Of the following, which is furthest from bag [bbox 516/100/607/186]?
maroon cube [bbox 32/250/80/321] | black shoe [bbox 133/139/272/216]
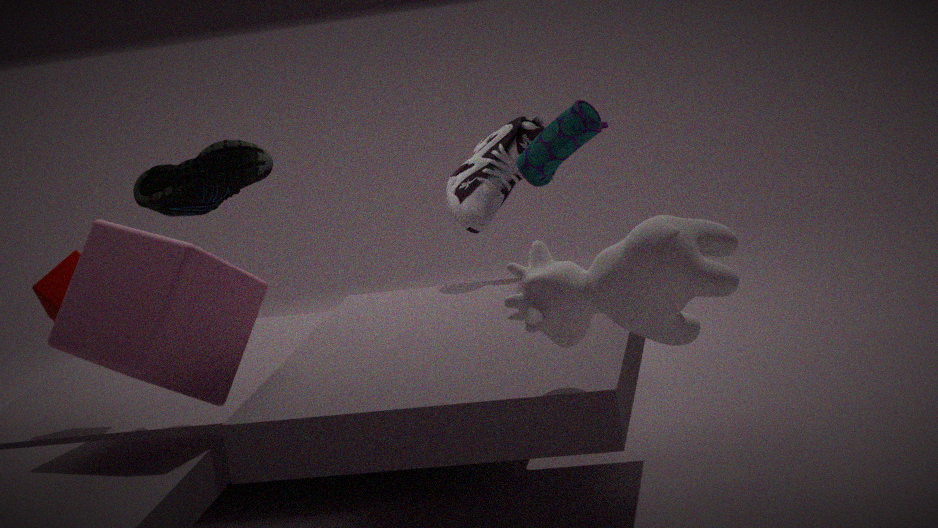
maroon cube [bbox 32/250/80/321]
